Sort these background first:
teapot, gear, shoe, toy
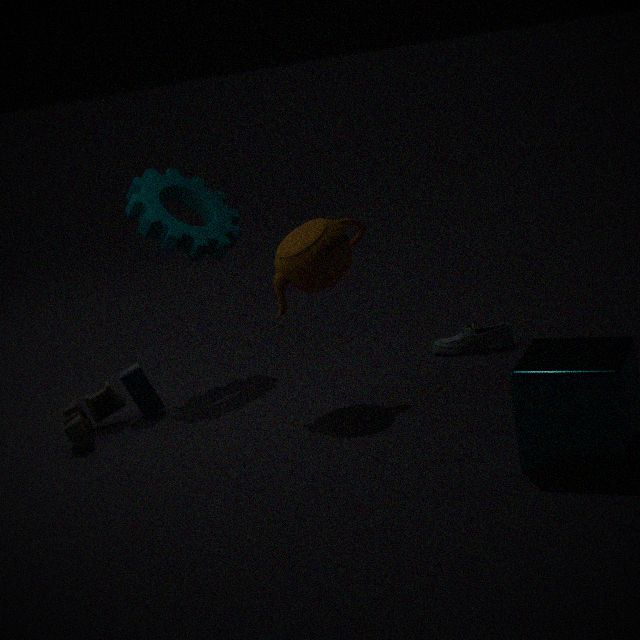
shoe → gear → toy → teapot
